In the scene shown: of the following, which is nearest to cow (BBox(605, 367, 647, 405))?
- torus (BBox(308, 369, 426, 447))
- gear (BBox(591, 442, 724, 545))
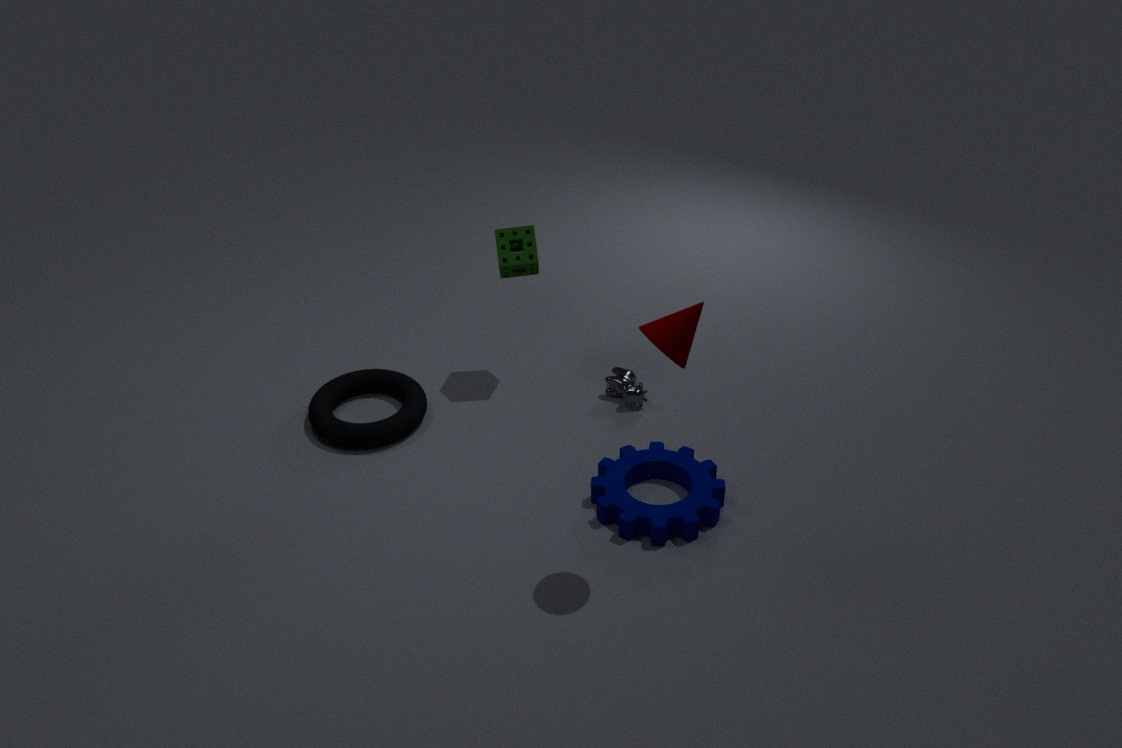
gear (BBox(591, 442, 724, 545))
